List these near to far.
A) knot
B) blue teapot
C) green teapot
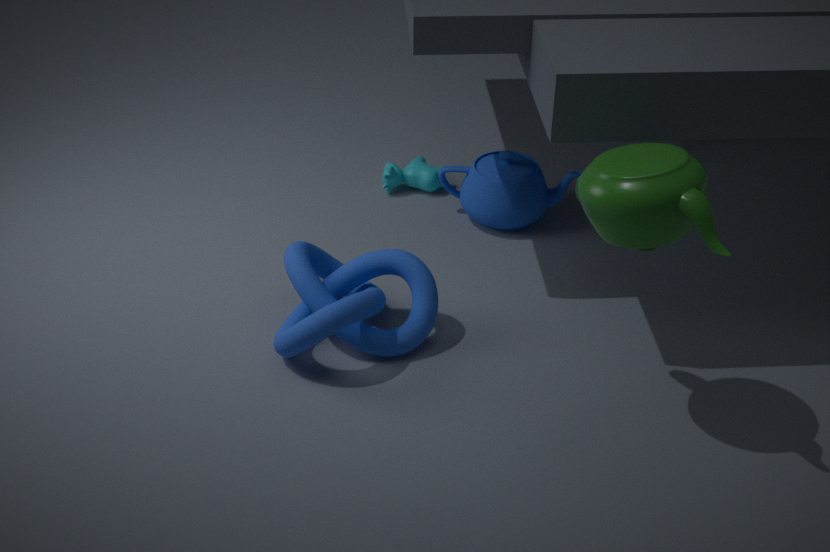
1. green teapot
2. knot
3. blue teapot
